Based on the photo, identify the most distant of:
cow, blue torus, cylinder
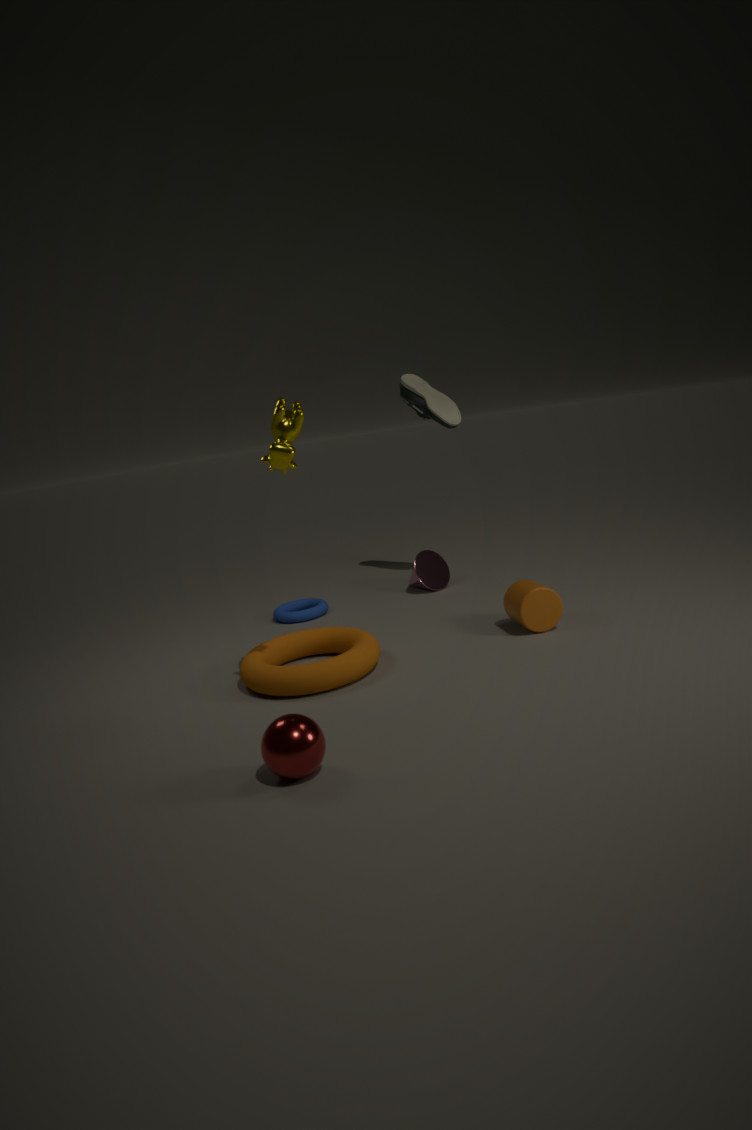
blue torus
